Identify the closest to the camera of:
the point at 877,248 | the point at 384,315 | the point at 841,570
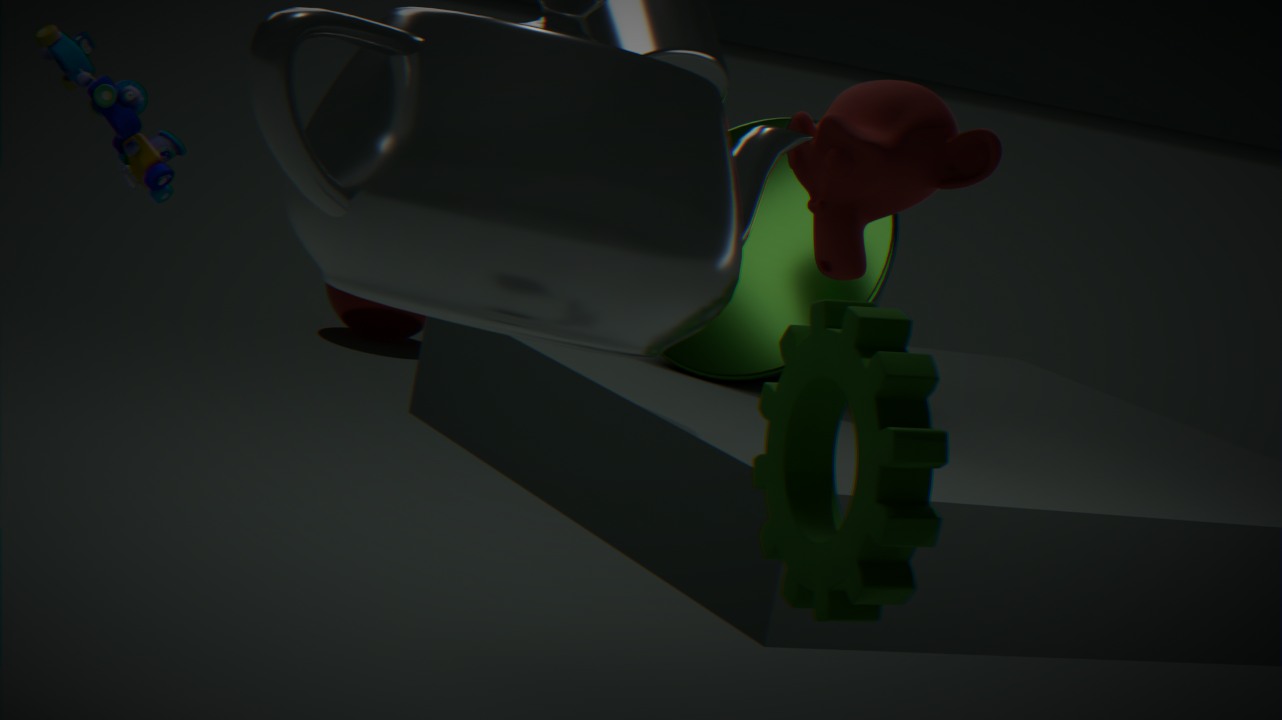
the point at 841,570
